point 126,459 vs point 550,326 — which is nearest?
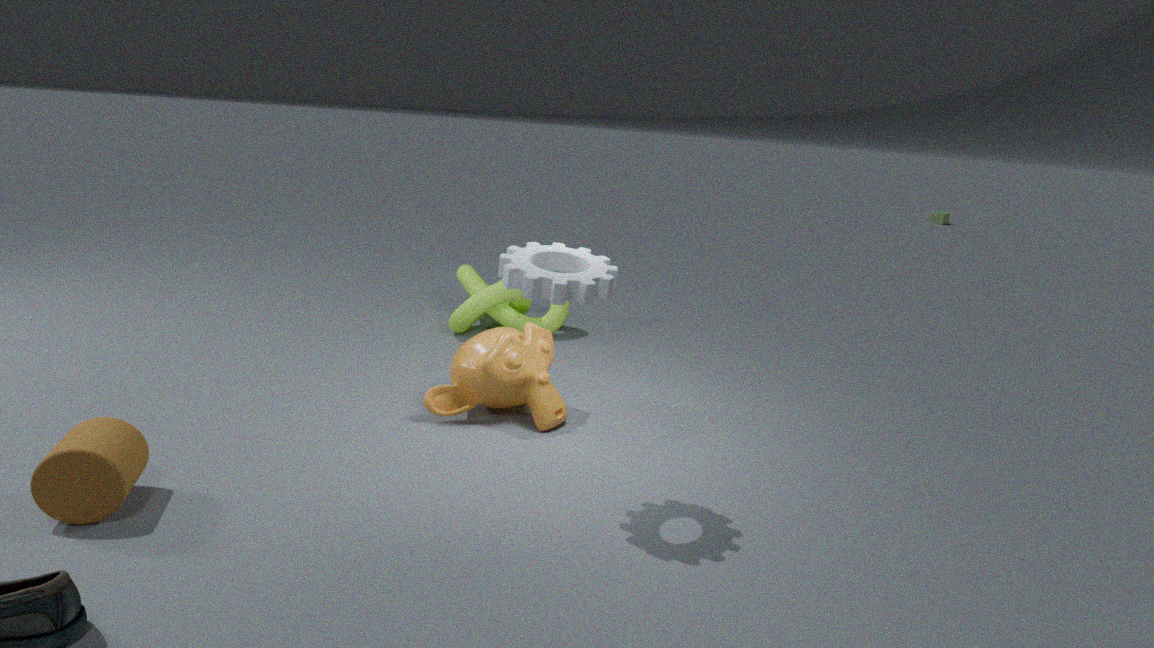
point 126,459
